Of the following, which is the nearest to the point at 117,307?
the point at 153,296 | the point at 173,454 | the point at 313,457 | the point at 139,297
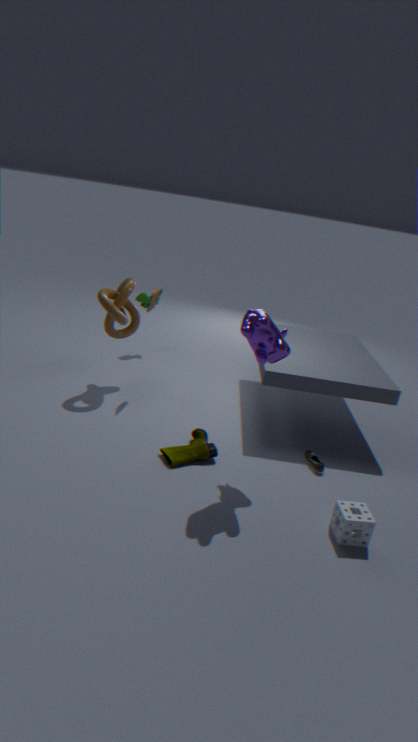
the point at 153,296
